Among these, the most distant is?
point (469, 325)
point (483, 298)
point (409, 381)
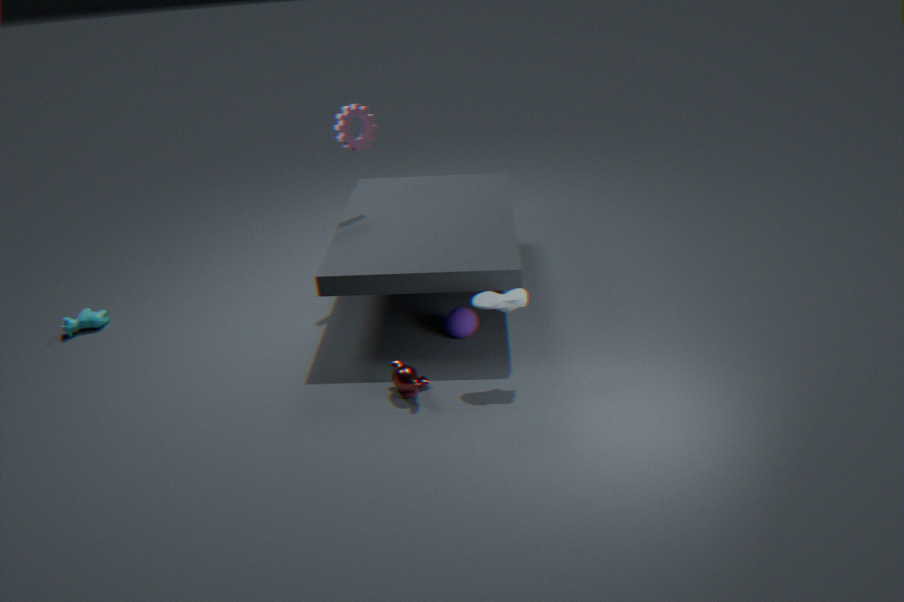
point (469, 325)
